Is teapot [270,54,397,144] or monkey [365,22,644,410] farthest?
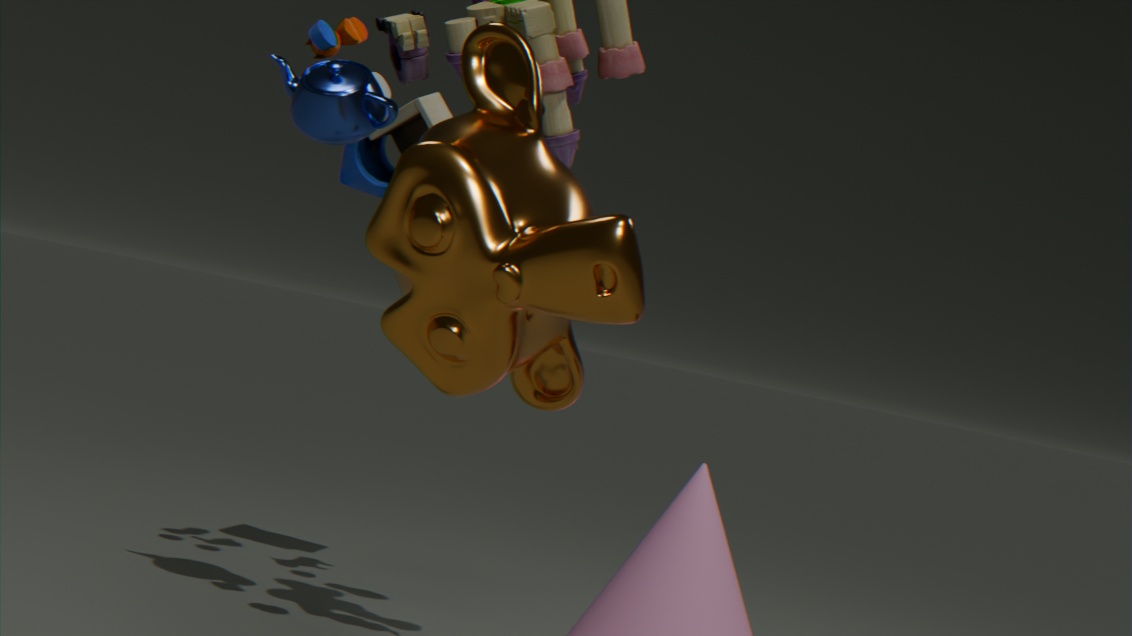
teapot [270,54,397,144]
